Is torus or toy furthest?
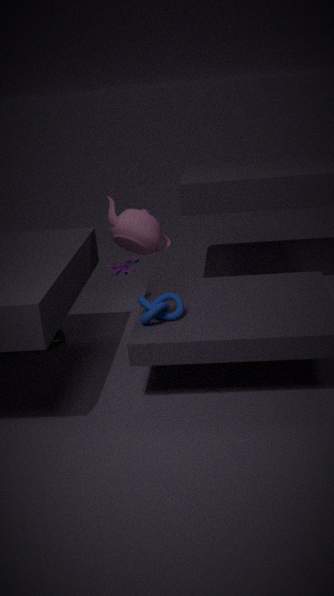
torus
